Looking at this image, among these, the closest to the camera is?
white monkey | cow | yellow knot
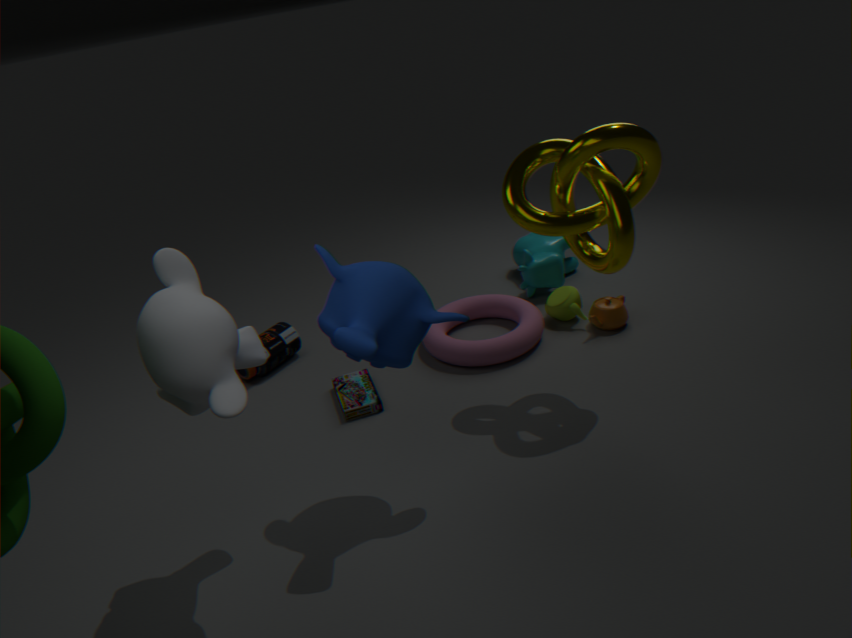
white monkey
